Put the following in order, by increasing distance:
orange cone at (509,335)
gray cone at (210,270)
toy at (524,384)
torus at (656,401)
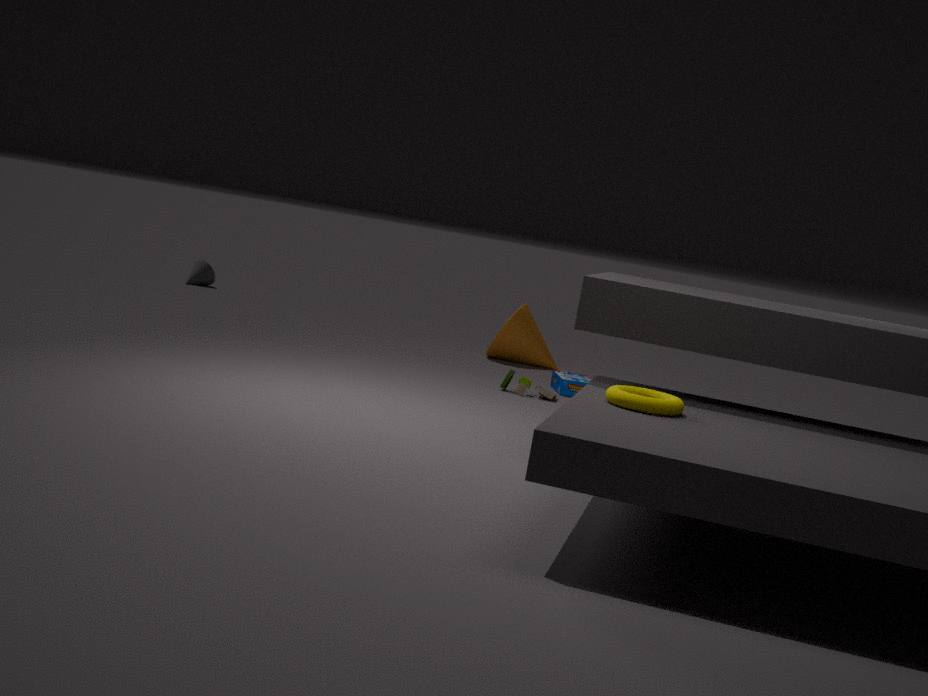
torus at (656,401) → toy at (524,384) → orange cone at (509,335) → gray cone at (210,270)
